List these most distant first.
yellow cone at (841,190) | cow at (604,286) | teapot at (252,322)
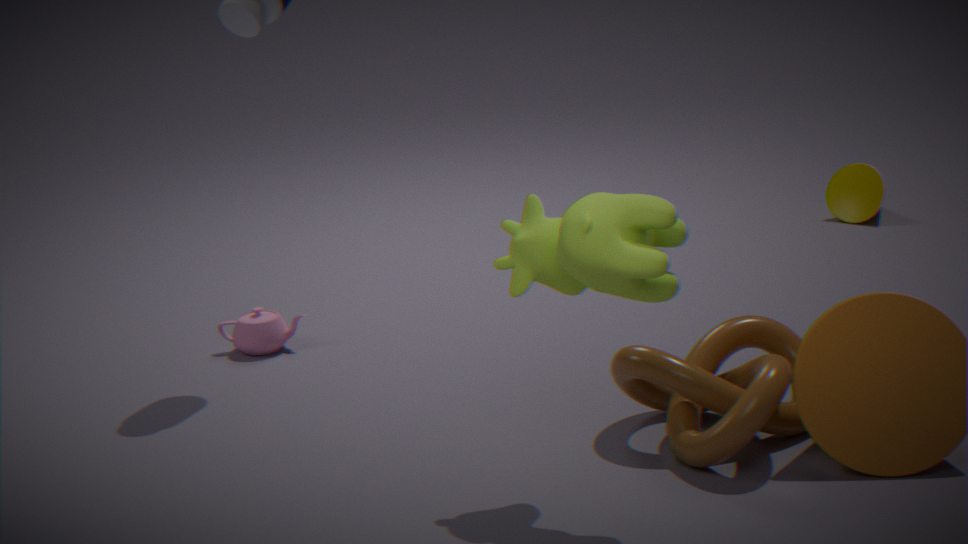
1. yellow cone at (841,190)
2. teapot at (252,322)
3. cow at (604,286)
